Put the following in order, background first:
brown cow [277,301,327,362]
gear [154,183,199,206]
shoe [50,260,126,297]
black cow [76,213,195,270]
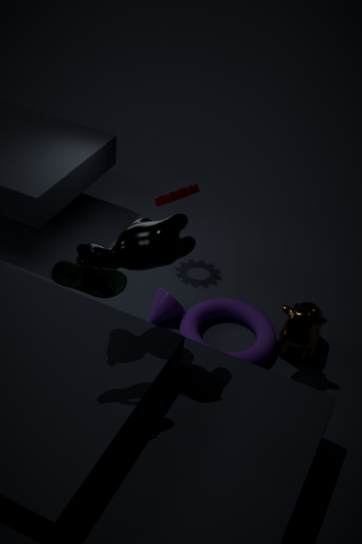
gear [154,183,199,206]
brown cow [277,301,327,362]
black cow [76,213,195,270]
shoe [50,260,126,297]
